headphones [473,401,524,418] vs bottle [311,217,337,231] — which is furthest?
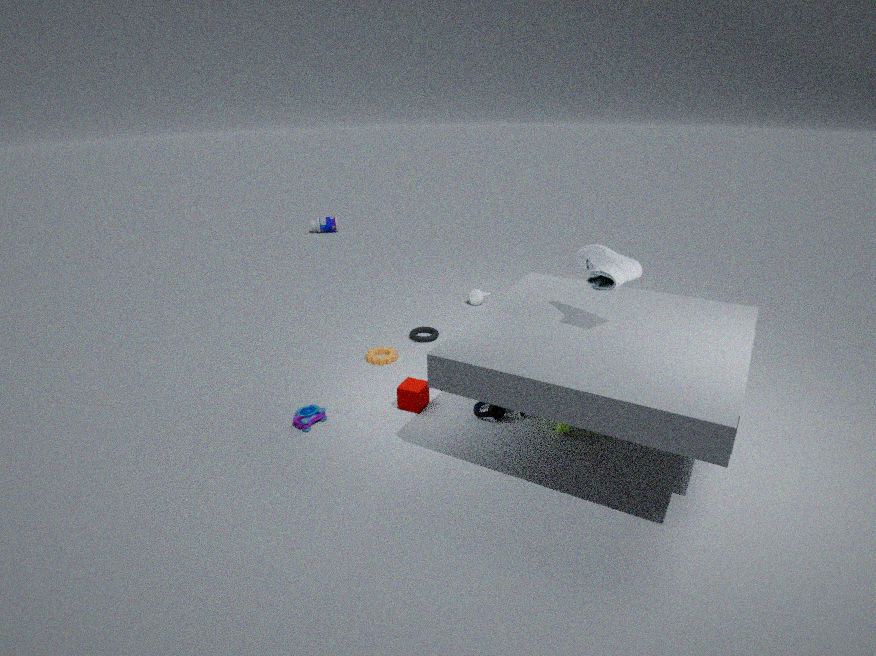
bottle [311,217,337,231]
